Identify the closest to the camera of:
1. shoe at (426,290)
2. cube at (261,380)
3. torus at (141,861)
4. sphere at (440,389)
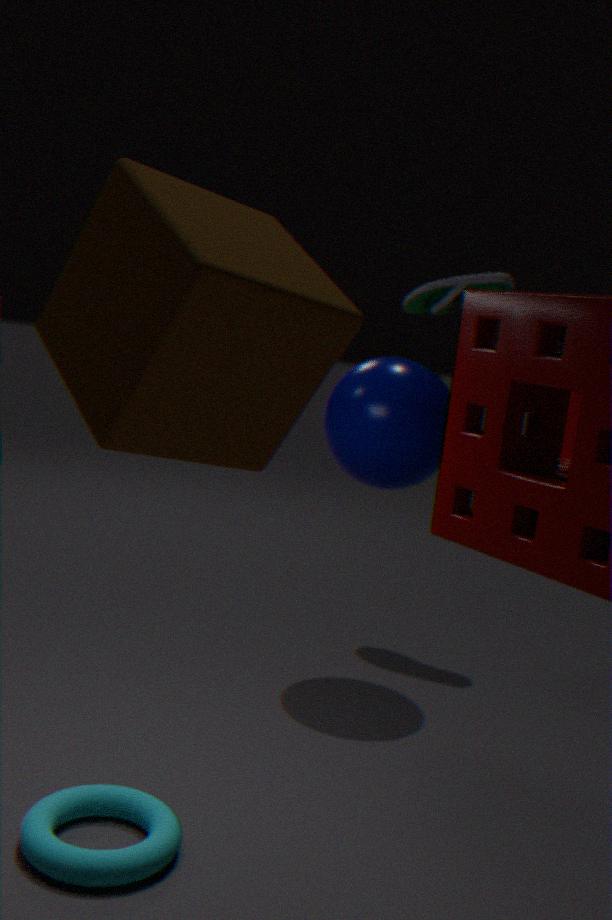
cube at (261,380)
